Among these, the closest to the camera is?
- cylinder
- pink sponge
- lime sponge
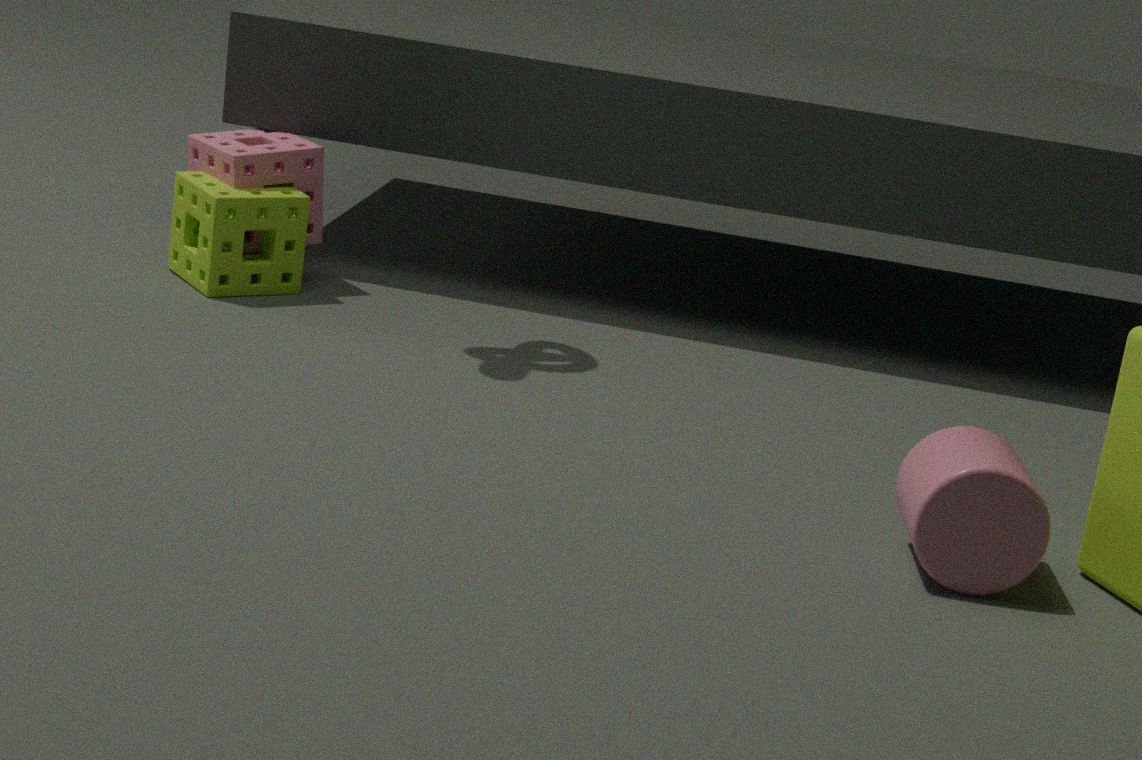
cylinder
